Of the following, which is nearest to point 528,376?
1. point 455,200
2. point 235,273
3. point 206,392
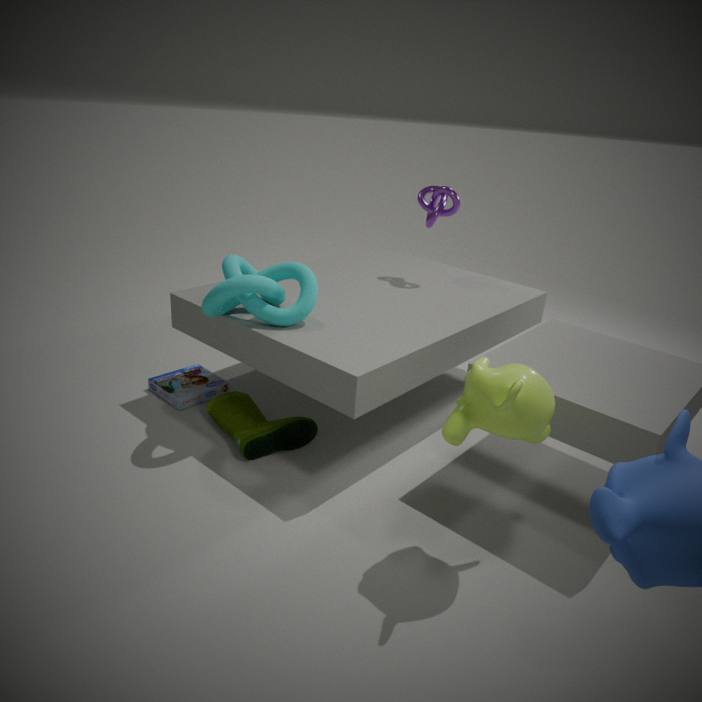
point 235,273
